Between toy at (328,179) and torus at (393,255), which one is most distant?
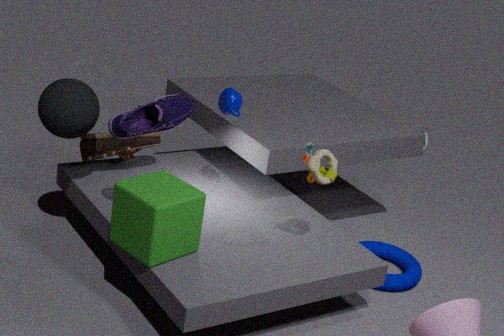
torus at (393,255)
